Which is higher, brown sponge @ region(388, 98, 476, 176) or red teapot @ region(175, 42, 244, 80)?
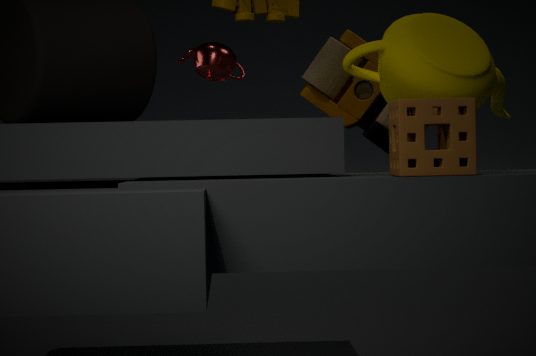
red teapot @ region(175, 42, 244, 80)
